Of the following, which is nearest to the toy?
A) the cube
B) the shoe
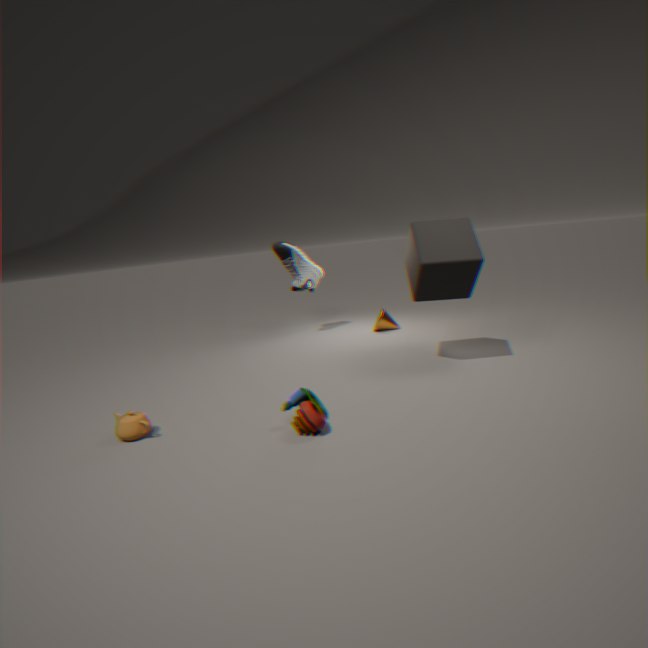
the cube
